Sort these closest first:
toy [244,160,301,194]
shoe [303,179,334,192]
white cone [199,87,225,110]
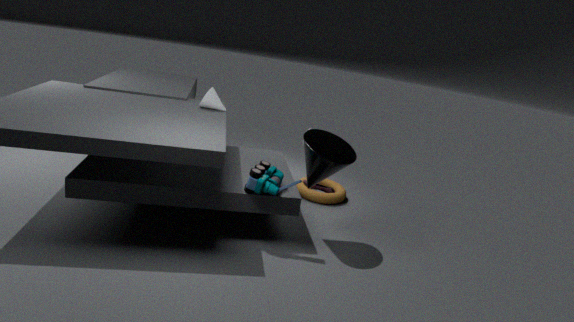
toy [244,160,301,194], white cone [199,87,225,110], shoe [303,179,334,192]
